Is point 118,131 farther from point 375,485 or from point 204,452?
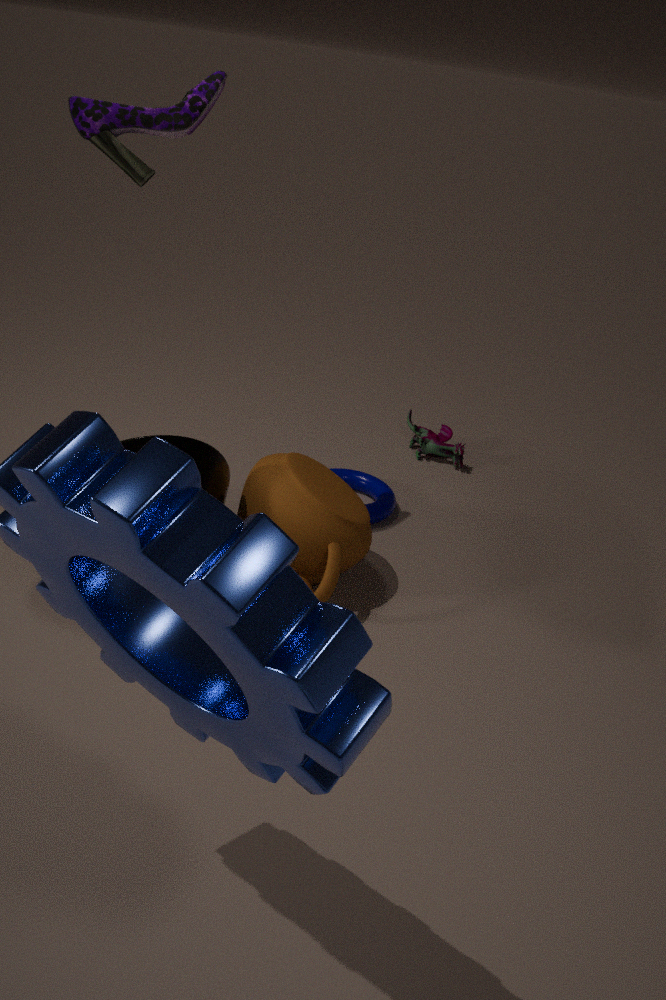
point 375,485
